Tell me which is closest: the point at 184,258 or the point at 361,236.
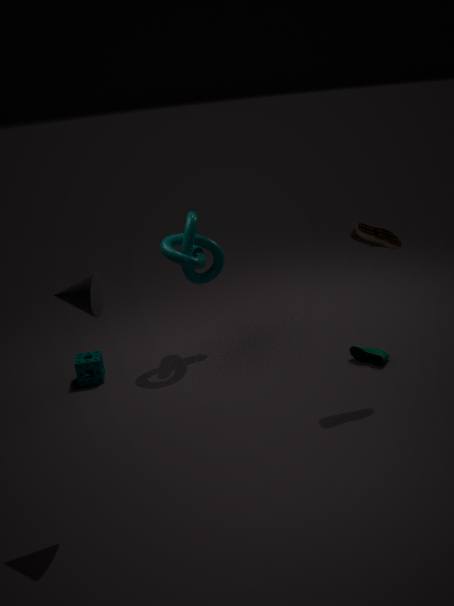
the point at 361,236
